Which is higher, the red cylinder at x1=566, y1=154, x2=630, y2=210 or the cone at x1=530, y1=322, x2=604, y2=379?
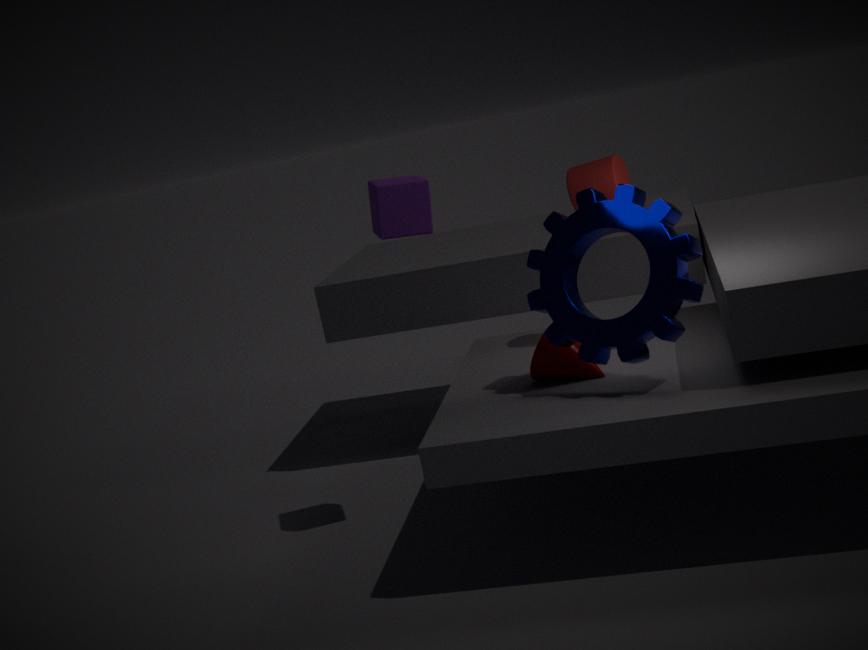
the red cylinder at x1=566, y1=154, x2=630, y2=210
